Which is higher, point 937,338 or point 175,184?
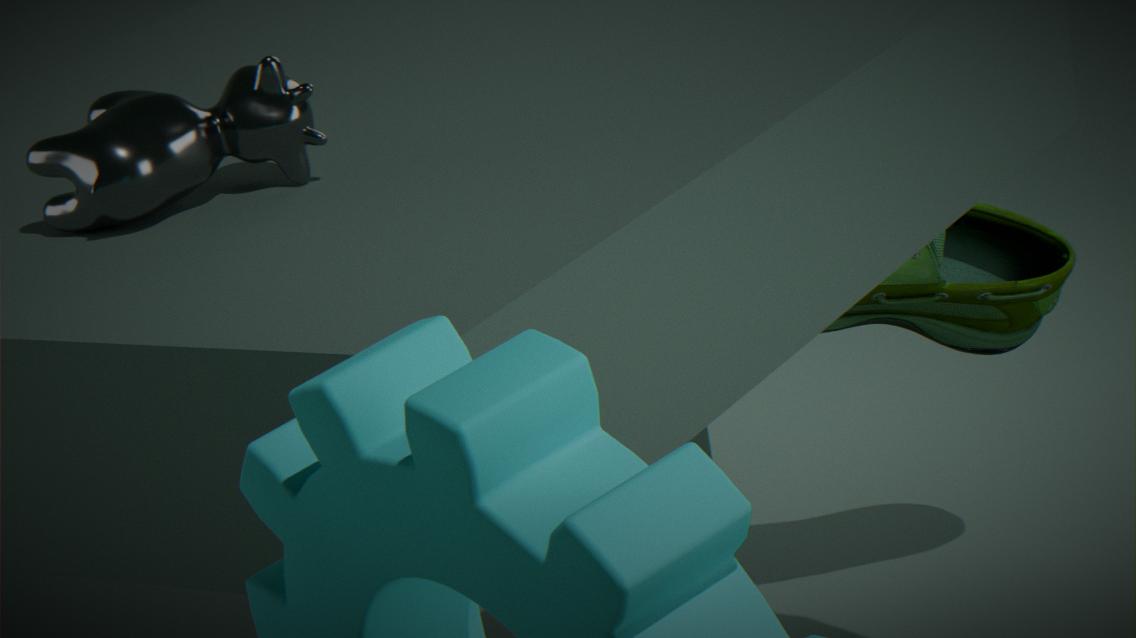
point 175,184
